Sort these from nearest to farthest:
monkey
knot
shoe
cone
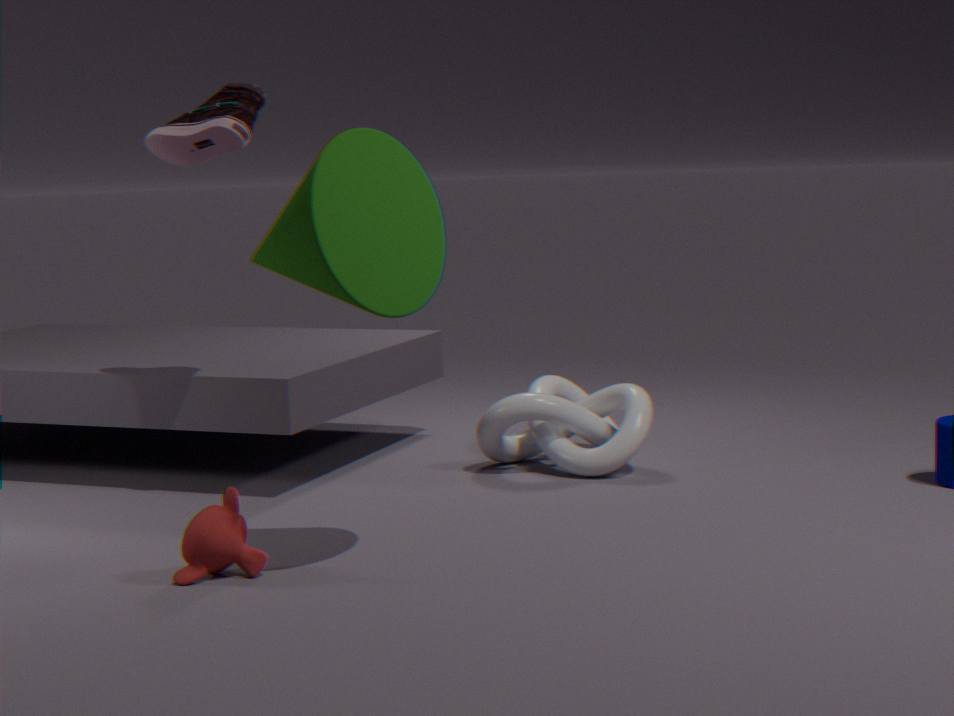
1. cone
2. monkey
3. shoe
4. knot
